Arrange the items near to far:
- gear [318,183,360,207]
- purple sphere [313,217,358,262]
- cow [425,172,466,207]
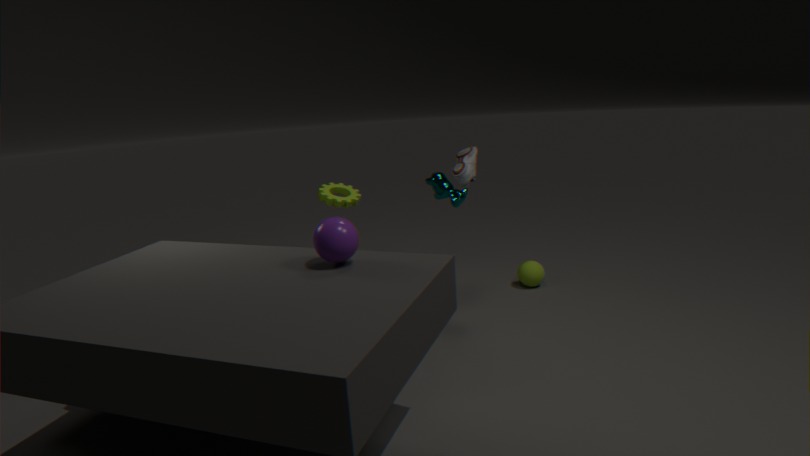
purple sphere [313,217,358,262], cow [425,172,466,207], gear [318,183,360,207]
